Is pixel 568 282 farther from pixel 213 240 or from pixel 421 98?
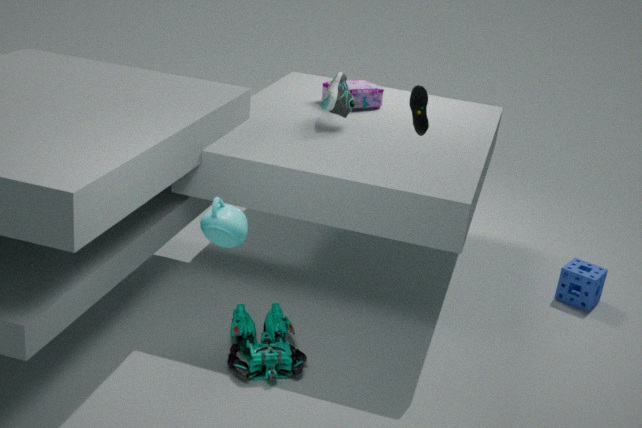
pixel 213 240
